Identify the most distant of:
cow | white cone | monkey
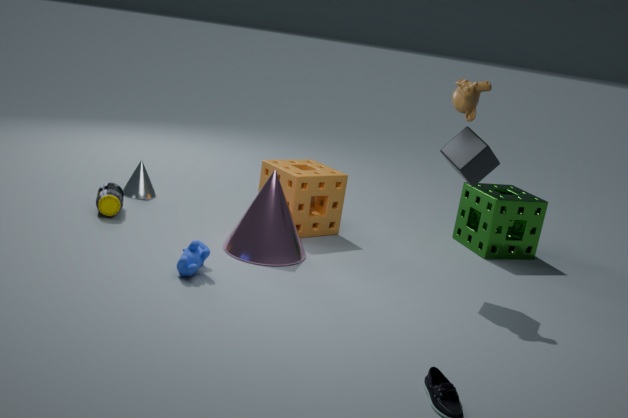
white cone
